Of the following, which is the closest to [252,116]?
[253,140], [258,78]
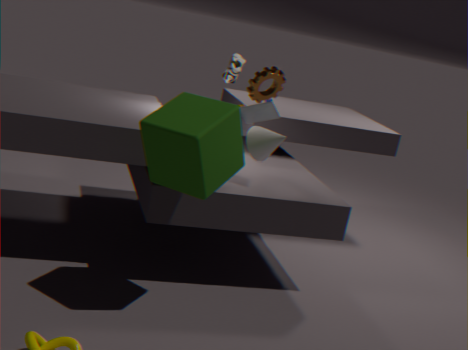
[253,140]
